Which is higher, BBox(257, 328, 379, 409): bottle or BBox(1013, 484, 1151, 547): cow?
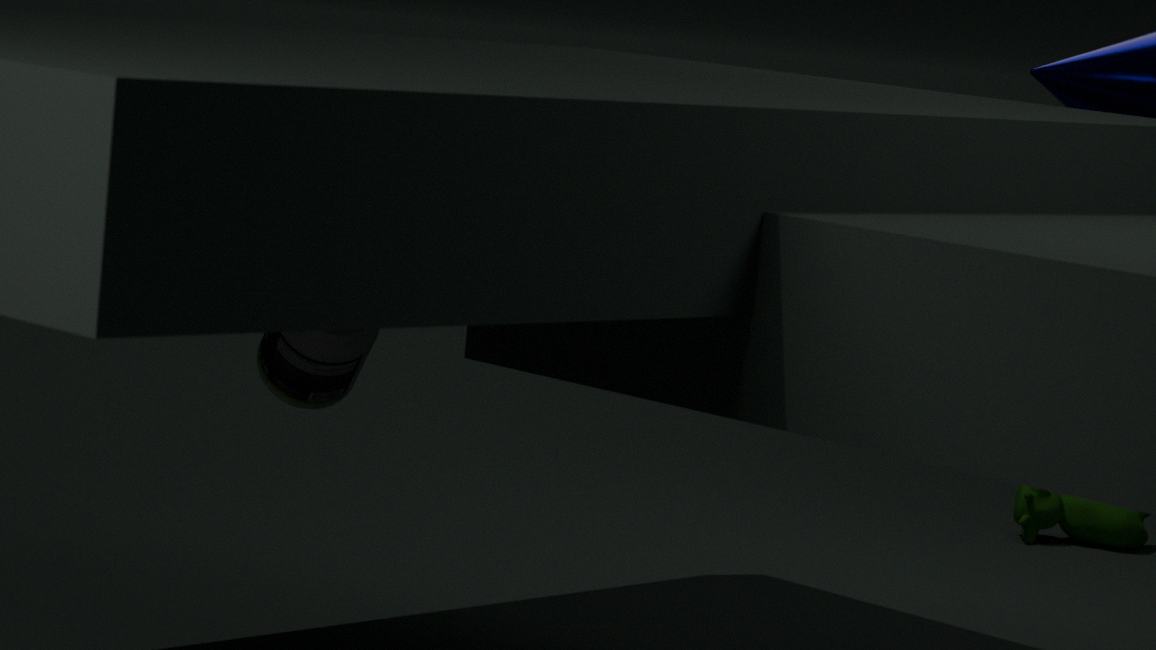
BBox(257, 328, 379, 409): bottle
